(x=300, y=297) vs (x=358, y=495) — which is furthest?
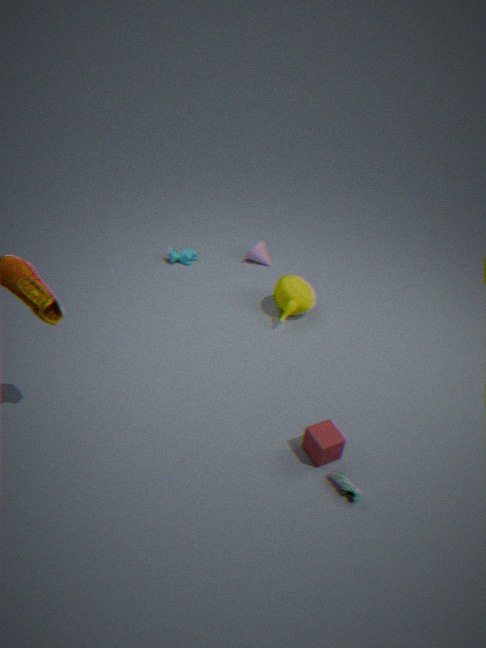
(x=300, y=297)
